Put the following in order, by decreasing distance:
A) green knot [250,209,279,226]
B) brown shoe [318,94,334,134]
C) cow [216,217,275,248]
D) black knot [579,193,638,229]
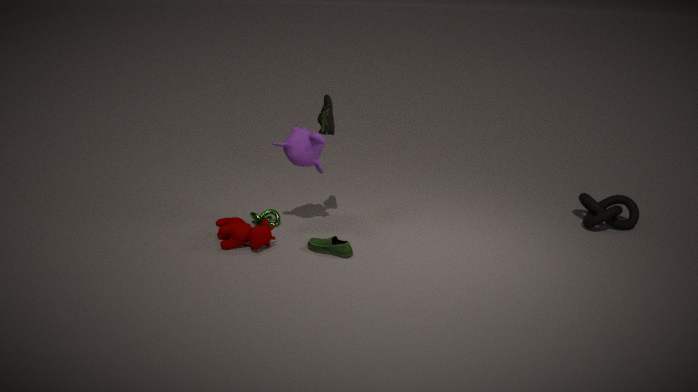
black knot [579,193,638,229] < green knot [250,209,279,226] < brown shoe [318,94,334,134] < cow [216,217,275,248]
